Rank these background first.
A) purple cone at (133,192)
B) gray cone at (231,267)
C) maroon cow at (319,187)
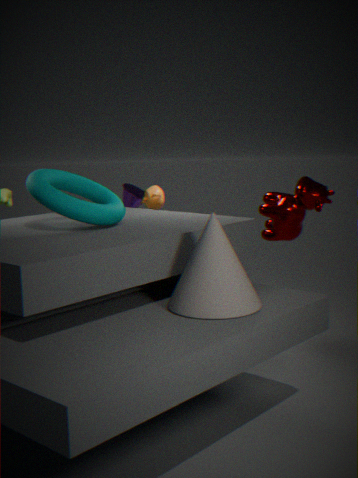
purple cone at (133,192)
maroon cow at (319,187)
gray cone at (231,267)
